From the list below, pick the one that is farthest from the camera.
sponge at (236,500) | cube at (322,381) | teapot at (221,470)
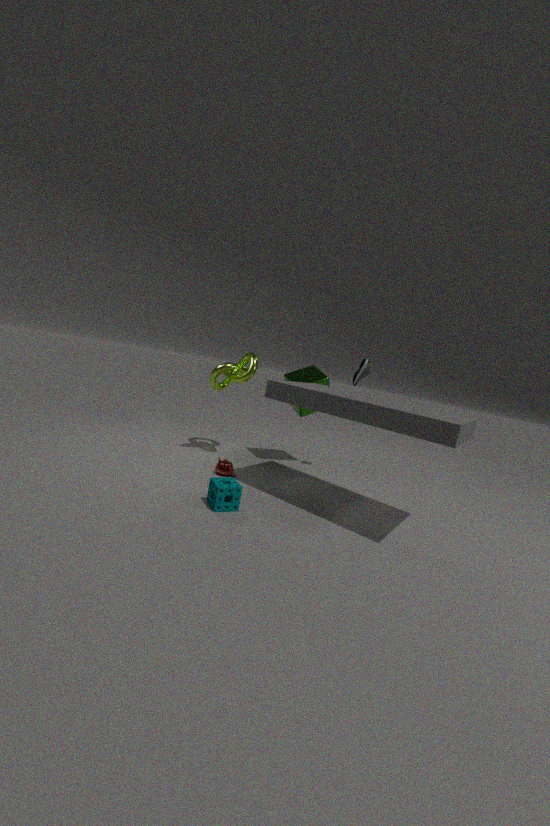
cube at (322,381)
